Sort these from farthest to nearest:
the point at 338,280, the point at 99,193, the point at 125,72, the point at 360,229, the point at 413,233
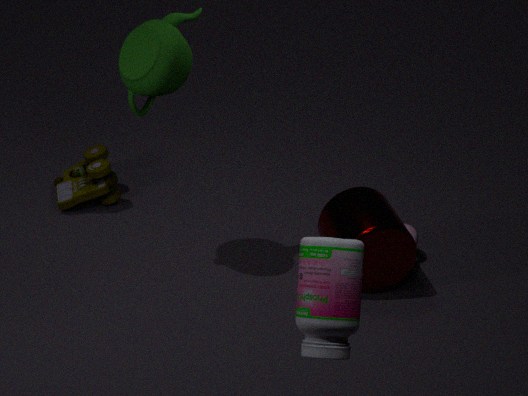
1. the point at 99,193
2. the point at 413,233
3. the point at 360,229
4. the point at 125,72
5. the point at 338,280
